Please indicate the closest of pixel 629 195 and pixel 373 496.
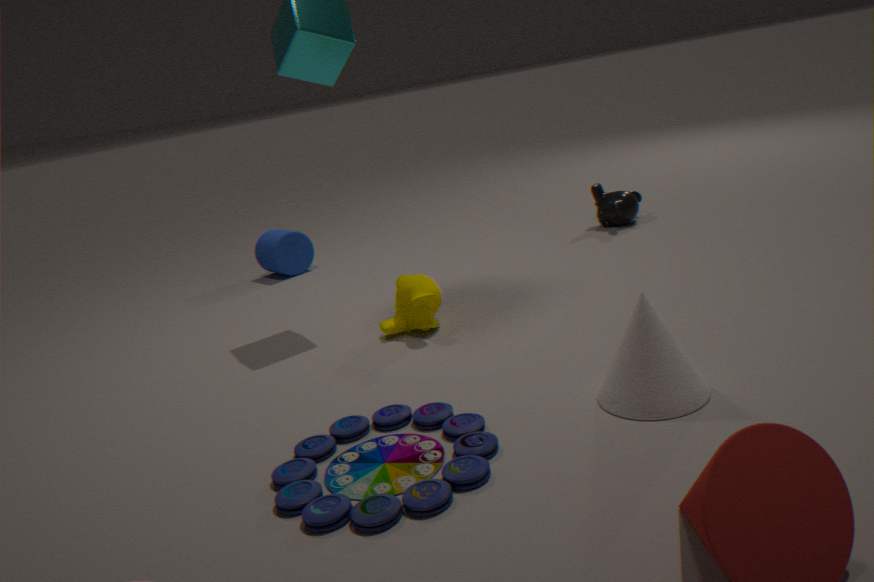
pixel 373 496
